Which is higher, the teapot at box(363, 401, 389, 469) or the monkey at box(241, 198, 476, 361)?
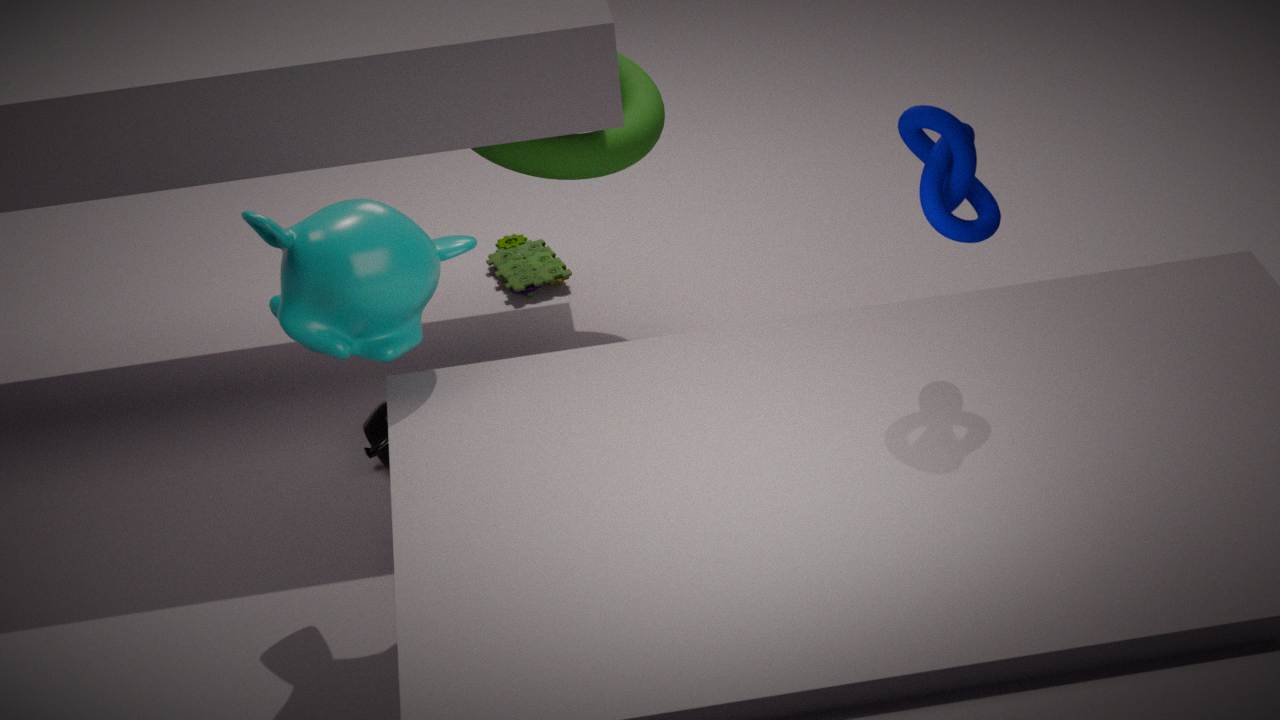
the monkey at box(241, 198, 476, 361)
